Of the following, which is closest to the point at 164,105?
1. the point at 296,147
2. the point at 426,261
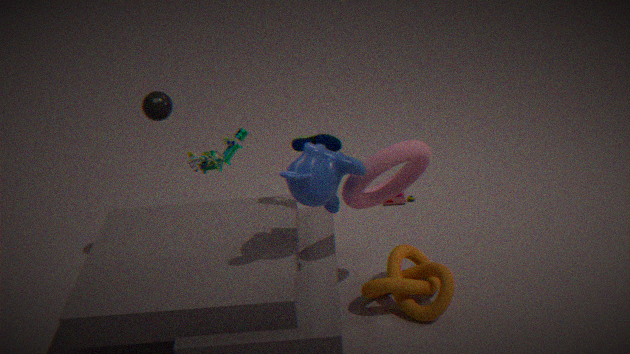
the point at 296,147
